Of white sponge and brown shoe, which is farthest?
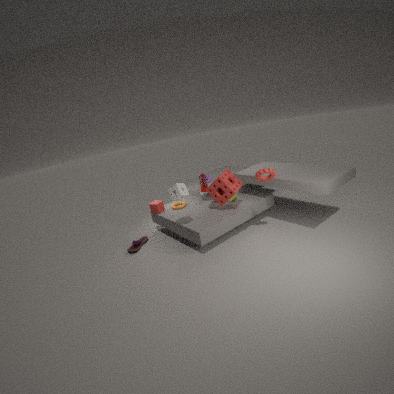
brown shoe
